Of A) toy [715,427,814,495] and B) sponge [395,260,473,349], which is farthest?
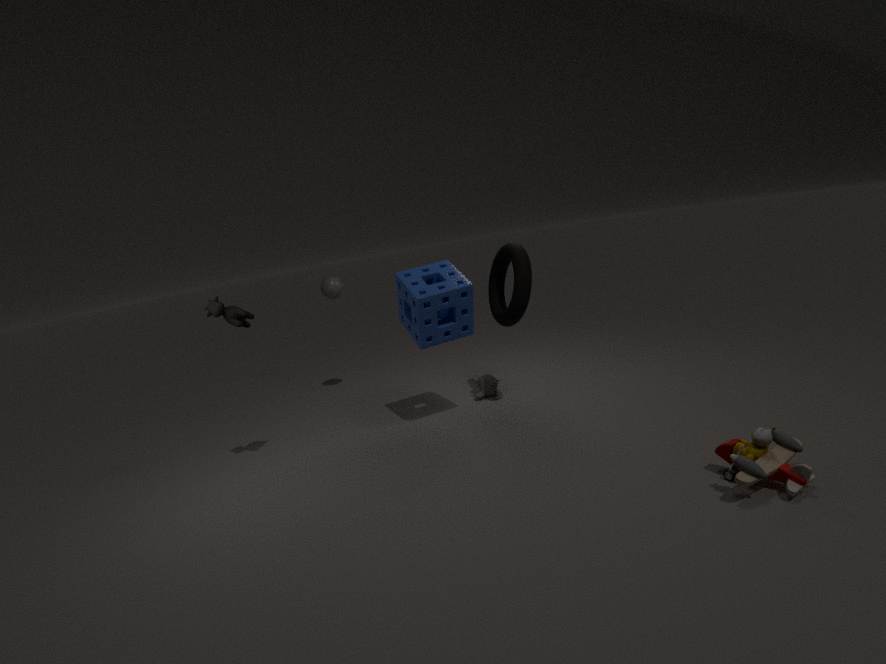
B. sponge [395,260,473,349]
